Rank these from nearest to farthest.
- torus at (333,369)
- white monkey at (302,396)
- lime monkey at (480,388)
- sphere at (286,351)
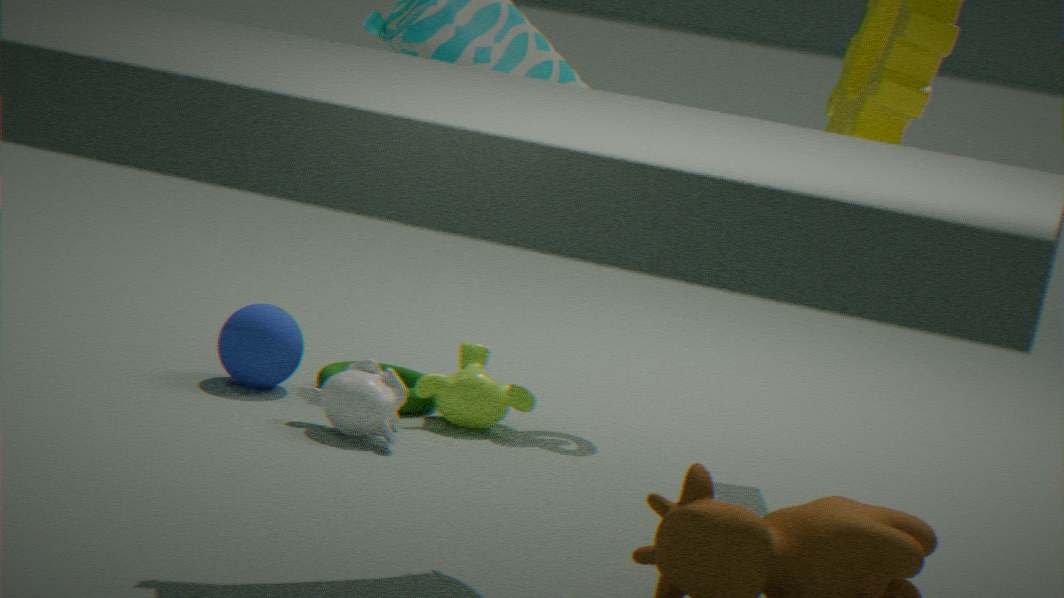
white monkey at (302,396)
lime monkey at (480,388)
sphere at (286,351)
torus at (333,369)
